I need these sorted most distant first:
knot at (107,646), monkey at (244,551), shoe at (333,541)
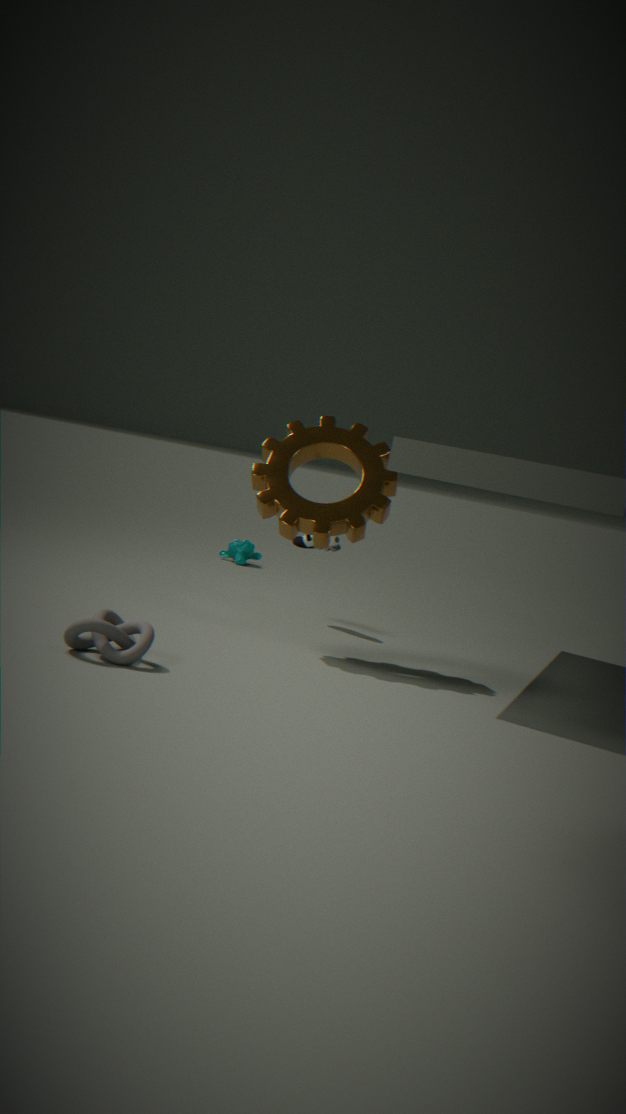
monkey at (244,551) → shoe at (333,541) → knot at (107,646)
